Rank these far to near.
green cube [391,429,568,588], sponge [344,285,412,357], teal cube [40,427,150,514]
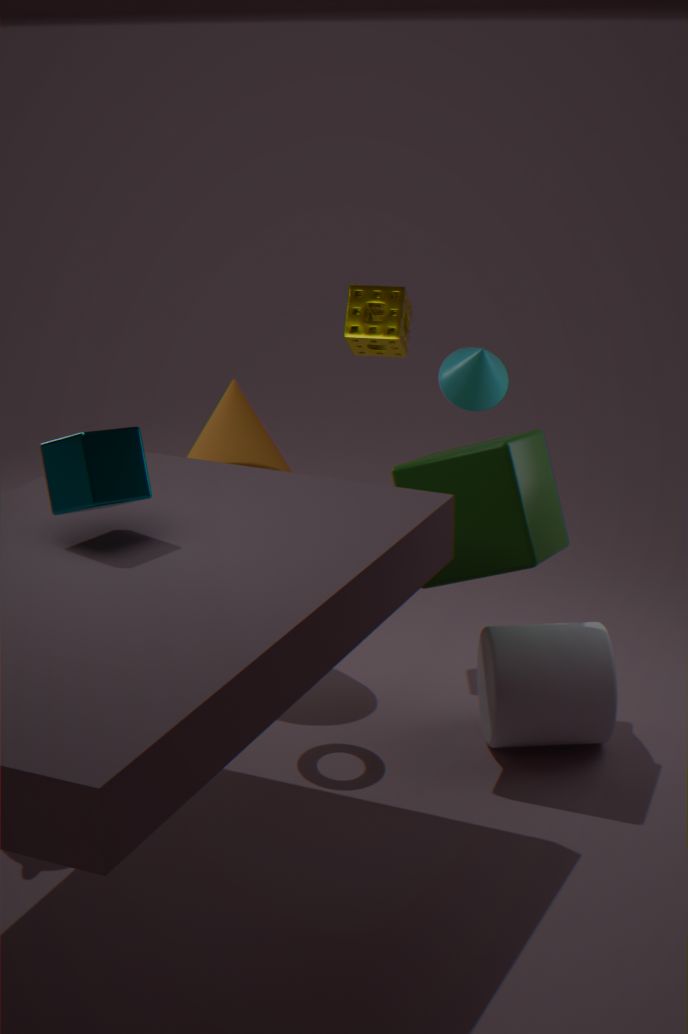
sponge [344,285,412,357], green cube [391,429,568,588], teal cube [40,427,150,514]
